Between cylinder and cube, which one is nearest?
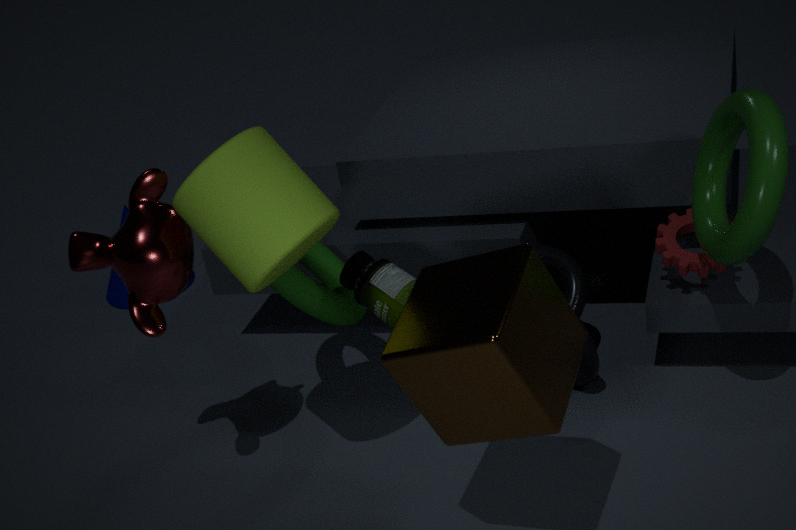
cube
